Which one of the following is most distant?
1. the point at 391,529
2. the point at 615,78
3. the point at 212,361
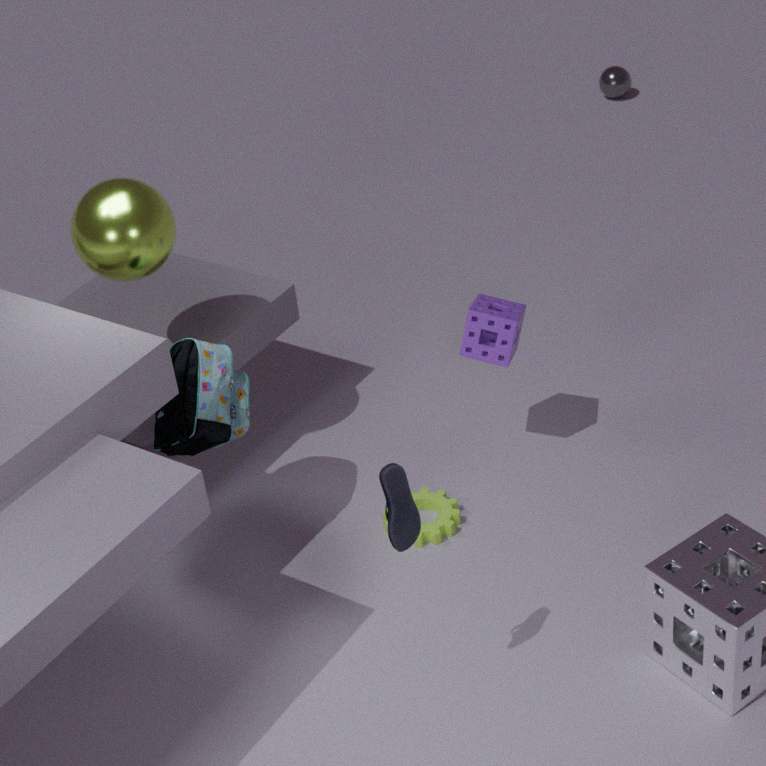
the point at 615,78
